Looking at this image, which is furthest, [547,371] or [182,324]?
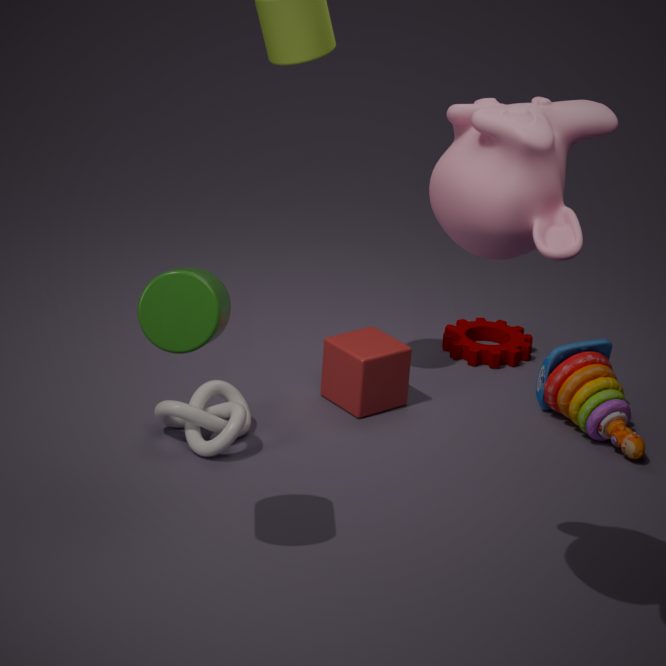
[547,371]
